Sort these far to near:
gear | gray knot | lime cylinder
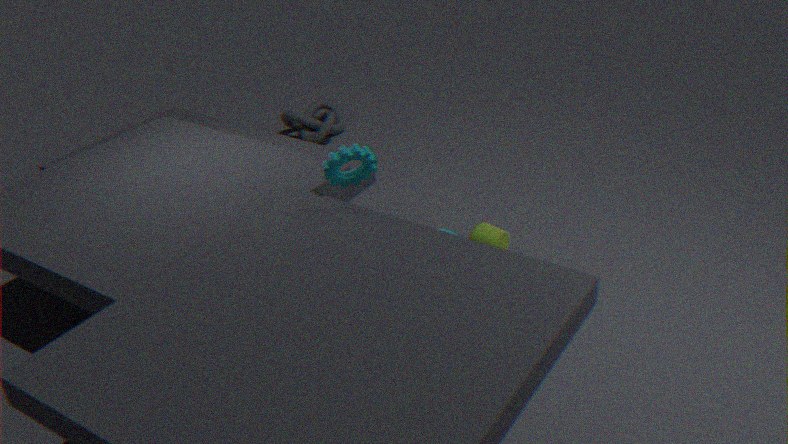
gray knot
lime cylinder
gear
